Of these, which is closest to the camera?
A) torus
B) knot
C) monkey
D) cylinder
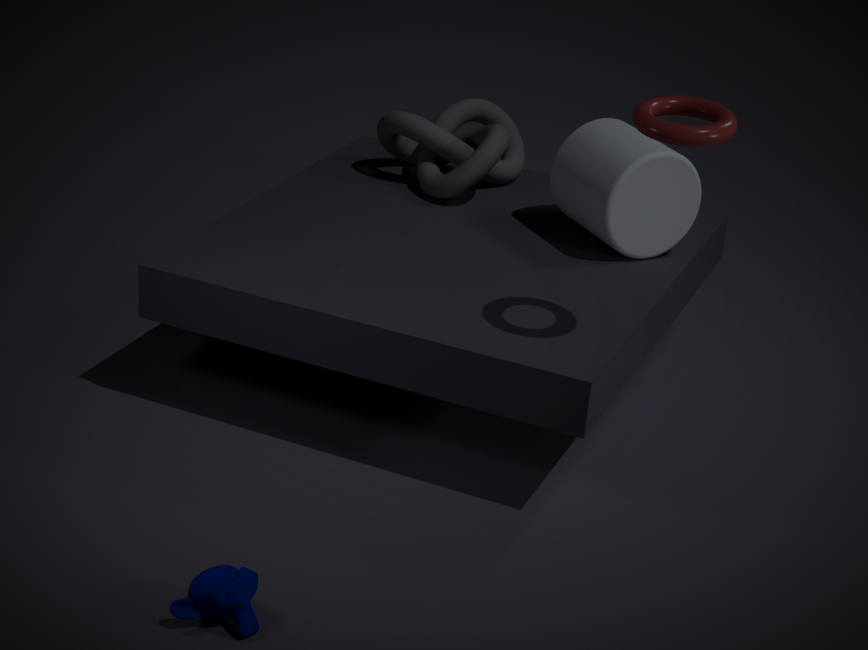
monkey
